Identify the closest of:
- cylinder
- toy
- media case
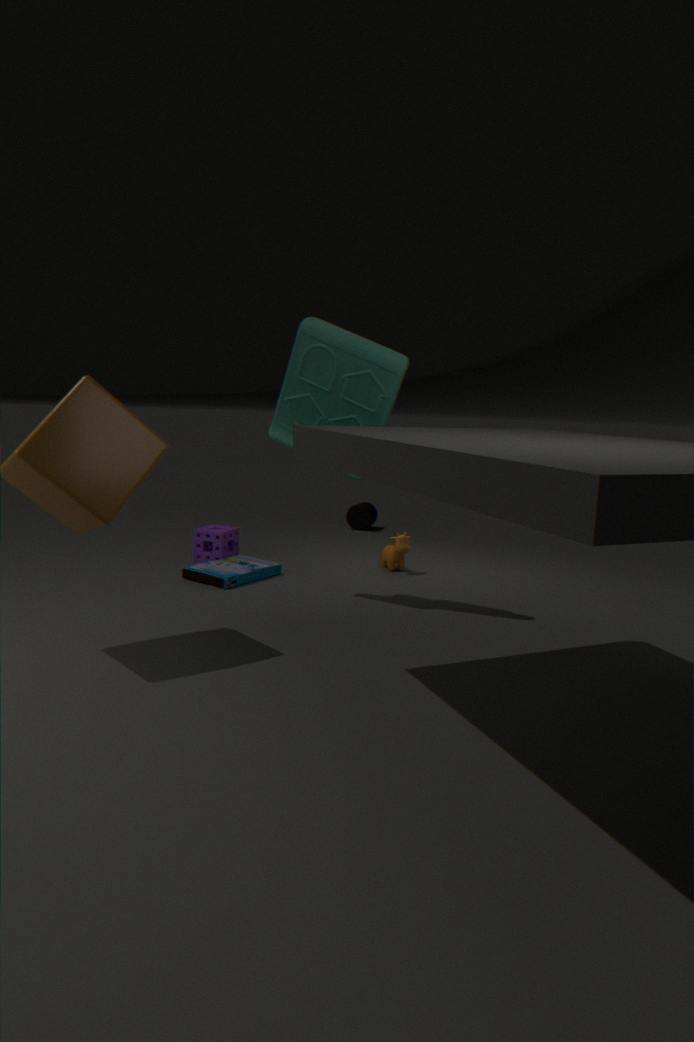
toy
